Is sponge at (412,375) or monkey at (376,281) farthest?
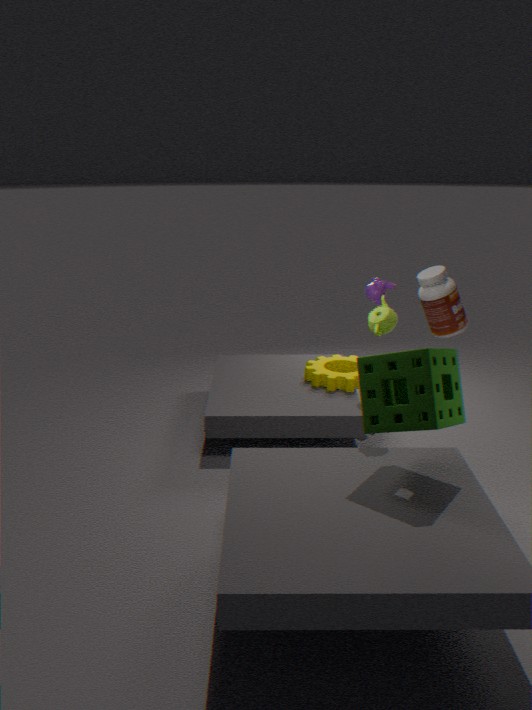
monkey at (376,281)
